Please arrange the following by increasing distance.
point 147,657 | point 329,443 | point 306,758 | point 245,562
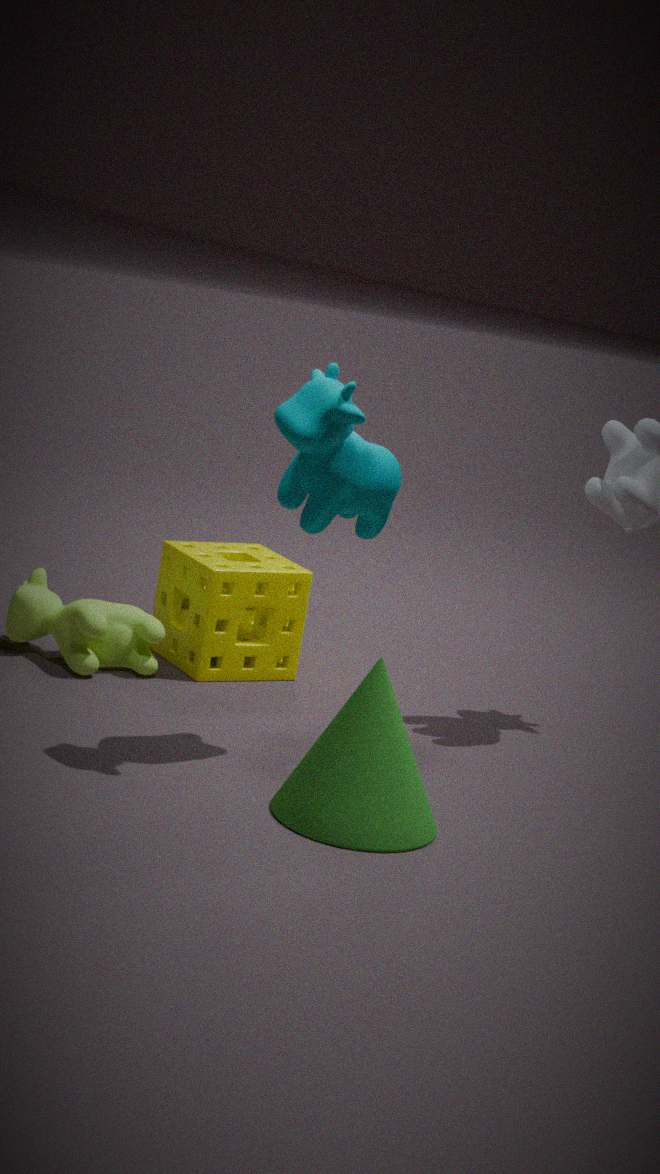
point 306,758 < point 329,443 < point 147,657 < point 245,562
